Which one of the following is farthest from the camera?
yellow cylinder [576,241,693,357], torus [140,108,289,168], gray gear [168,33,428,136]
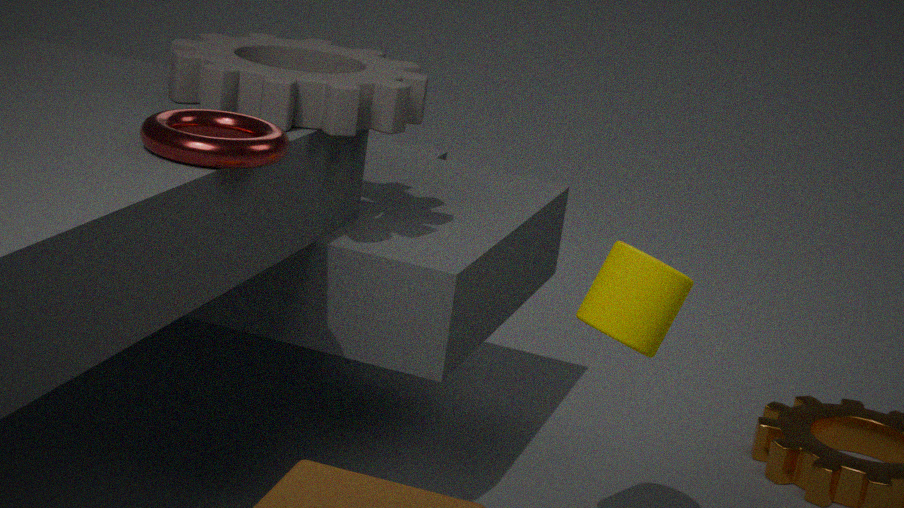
yellow cylinder [576,241,693,357]
